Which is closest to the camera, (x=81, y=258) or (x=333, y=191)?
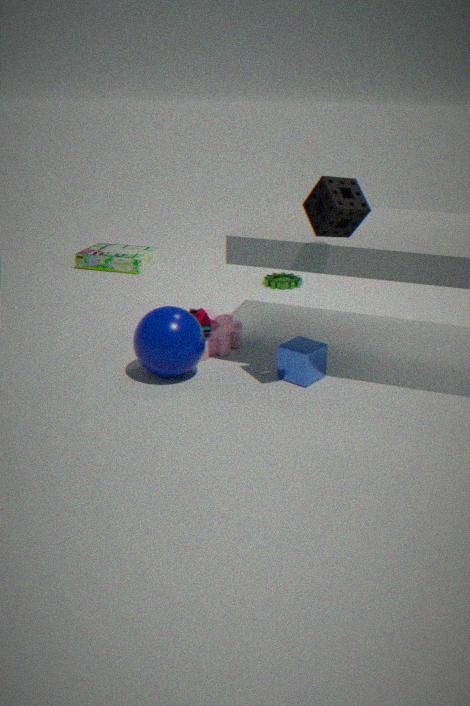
(x=333, y=191)
